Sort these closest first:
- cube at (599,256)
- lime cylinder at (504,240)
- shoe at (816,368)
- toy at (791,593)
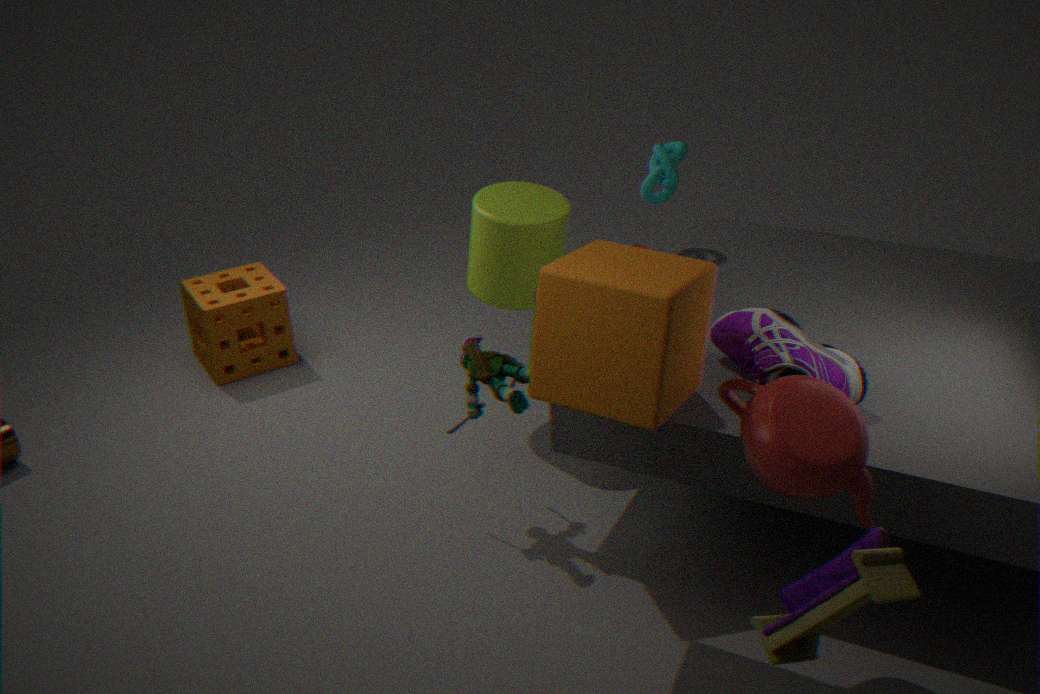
1. toy at (791,593)
2. cube at (599,256)
3. shoe at (816,368)
4. lime cylinder at (504,240)
